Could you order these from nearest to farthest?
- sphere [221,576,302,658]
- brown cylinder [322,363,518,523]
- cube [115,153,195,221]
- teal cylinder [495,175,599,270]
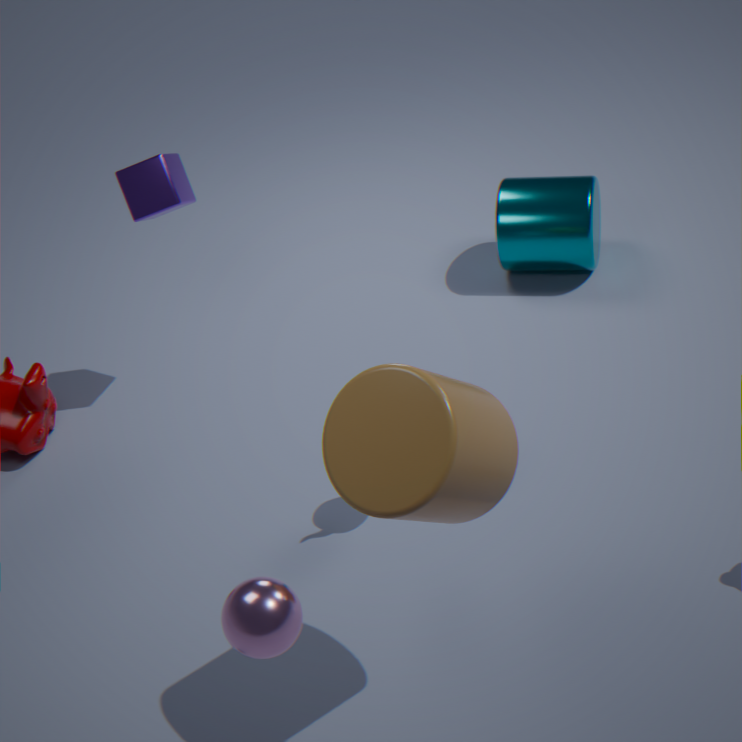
sphere [221,576,302,658] < brown cylinder [322,363,518,523] < cube [115,153,195,221] < teal cylinder [495,175,599,270]
